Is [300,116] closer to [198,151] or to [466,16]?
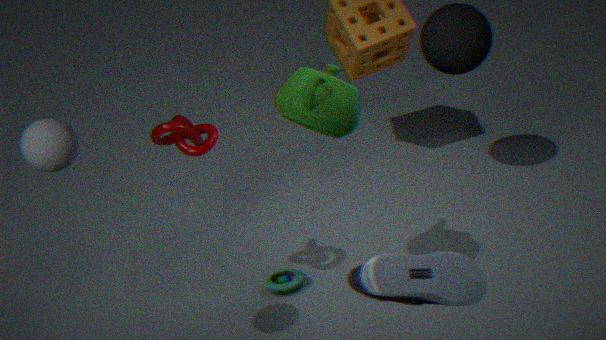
[198,151]
